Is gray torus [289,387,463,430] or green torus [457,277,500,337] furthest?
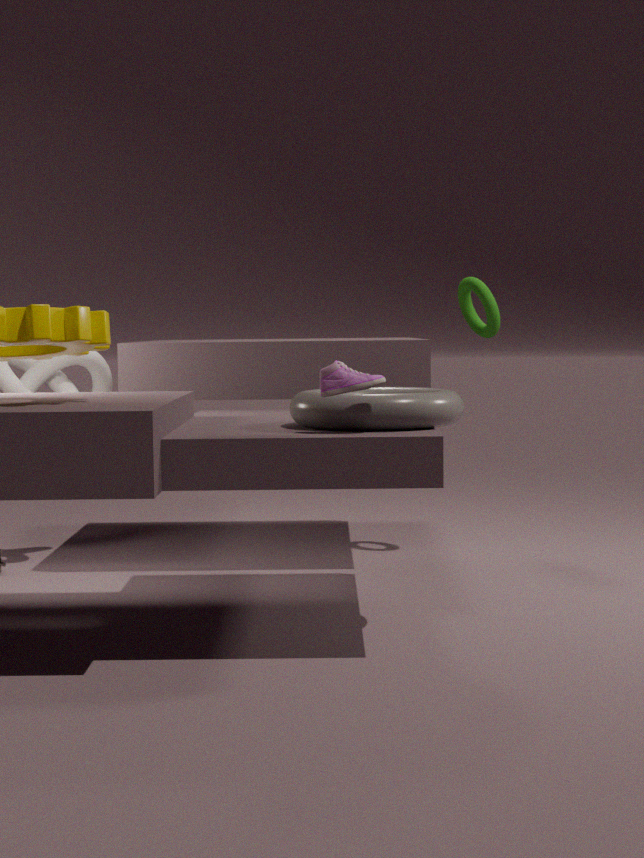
green torus [457,277,500,337]
